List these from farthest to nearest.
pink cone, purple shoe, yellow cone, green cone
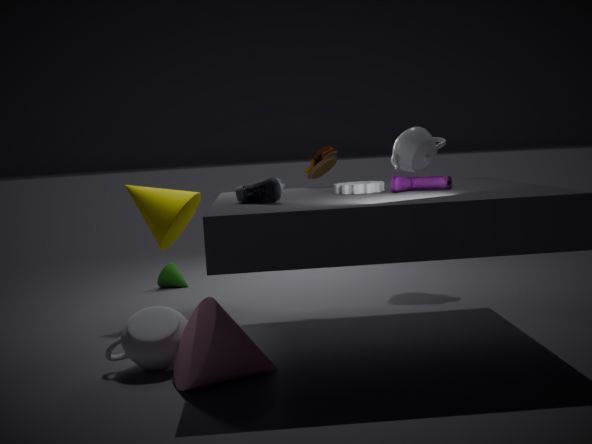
green cone
yellow cone
purple shoe
pink cone
